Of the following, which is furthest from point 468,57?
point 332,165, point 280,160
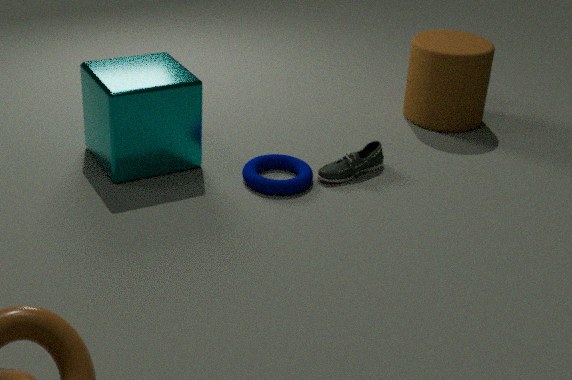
point 280,160
